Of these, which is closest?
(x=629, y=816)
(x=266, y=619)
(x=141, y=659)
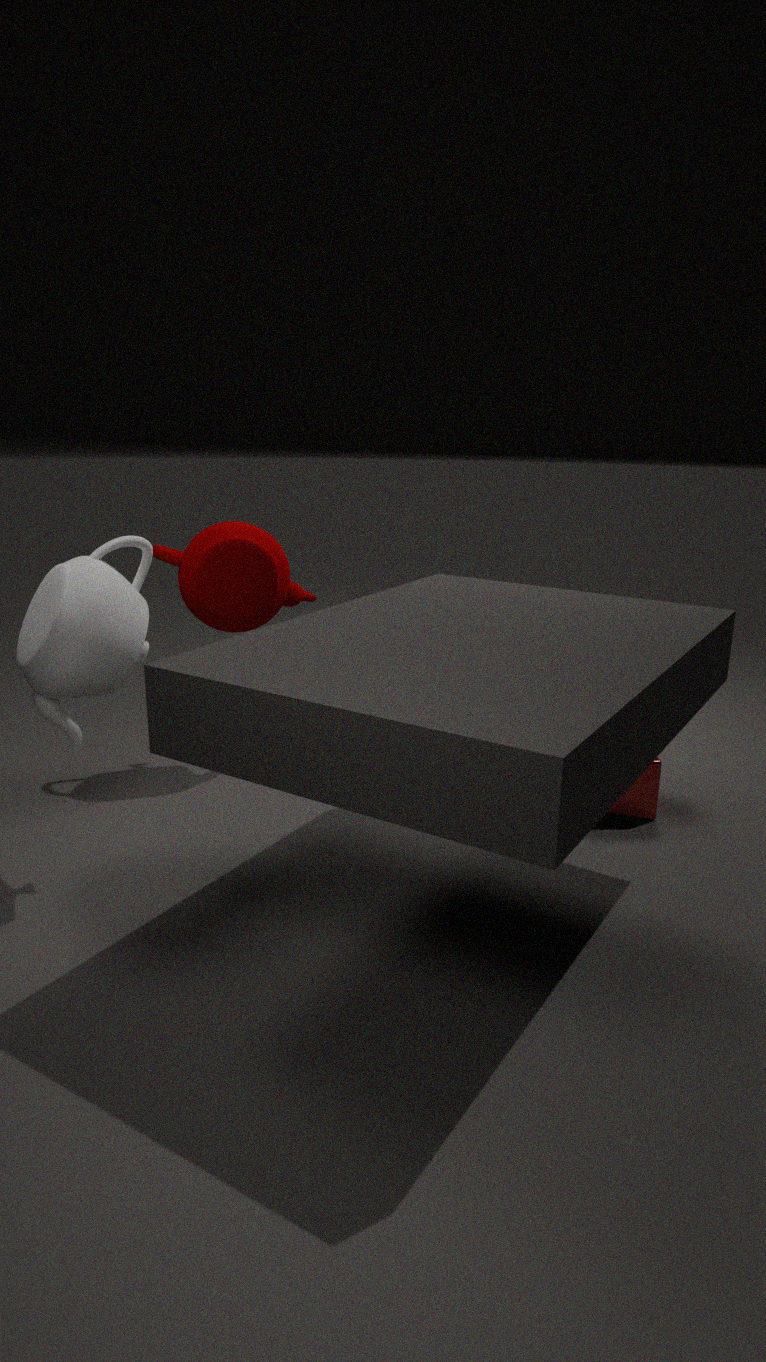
(x=141, y=659)
